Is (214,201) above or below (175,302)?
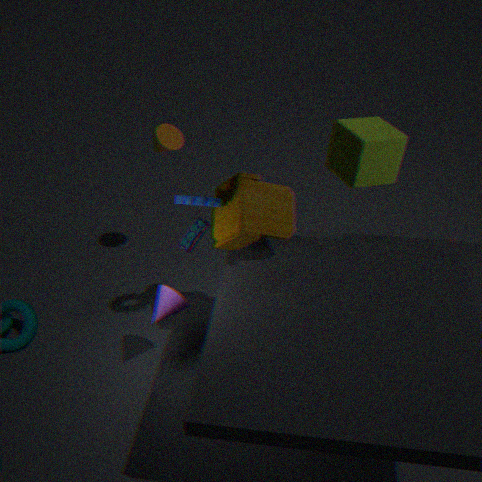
above
